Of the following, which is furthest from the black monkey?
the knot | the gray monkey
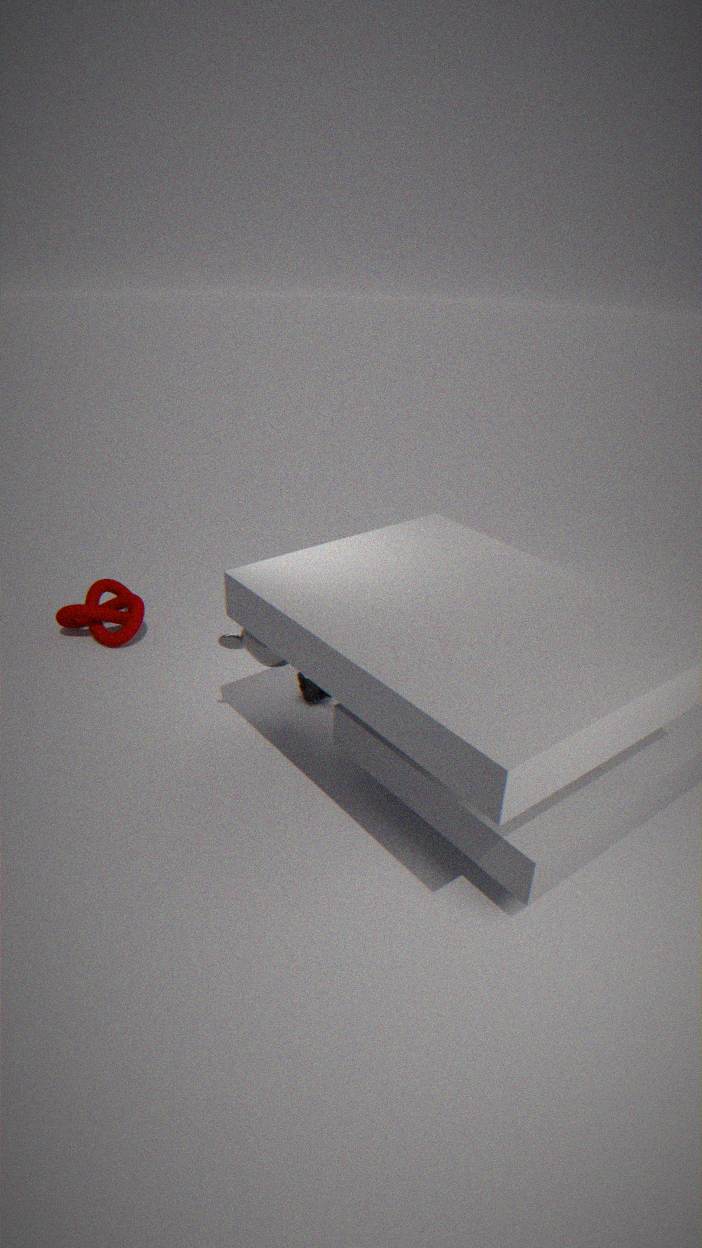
the knot
